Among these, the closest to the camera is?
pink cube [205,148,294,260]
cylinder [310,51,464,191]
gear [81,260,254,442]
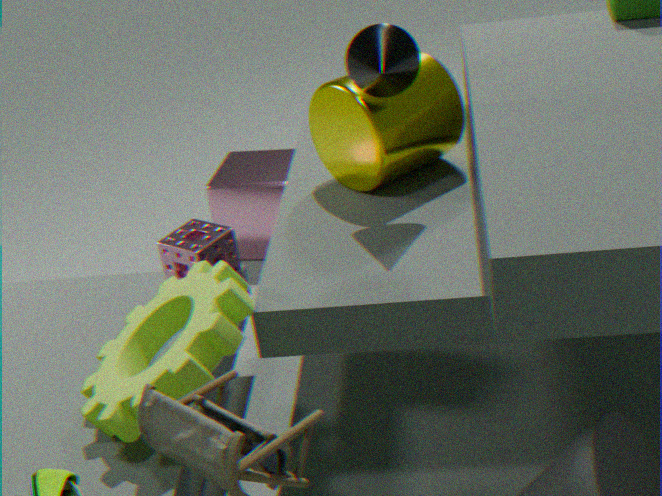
gear [81,260,254,442]
